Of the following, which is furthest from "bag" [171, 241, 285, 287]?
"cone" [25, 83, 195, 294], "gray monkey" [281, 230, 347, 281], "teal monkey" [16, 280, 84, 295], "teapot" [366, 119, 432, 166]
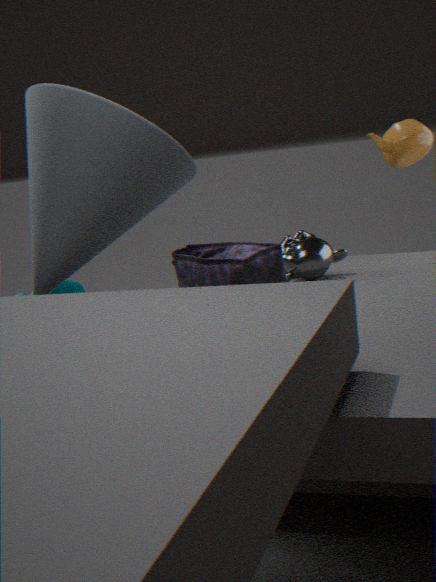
"teapot" [366, 119, 432, 166]
